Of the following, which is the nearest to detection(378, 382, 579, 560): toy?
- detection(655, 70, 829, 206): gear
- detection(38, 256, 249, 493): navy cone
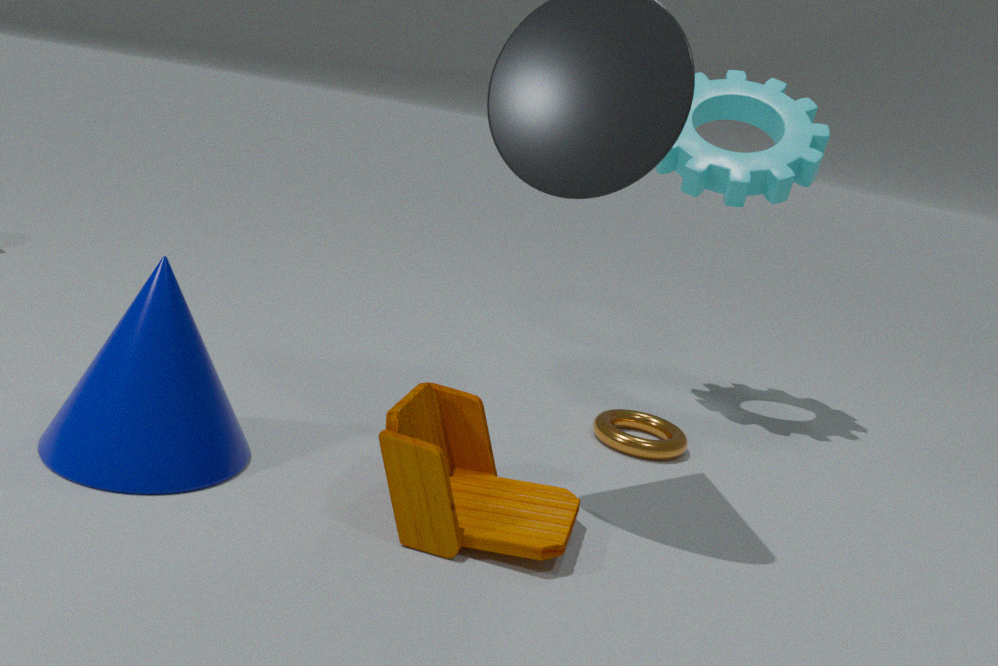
detection(38, 256, 249, 493): navy cone
